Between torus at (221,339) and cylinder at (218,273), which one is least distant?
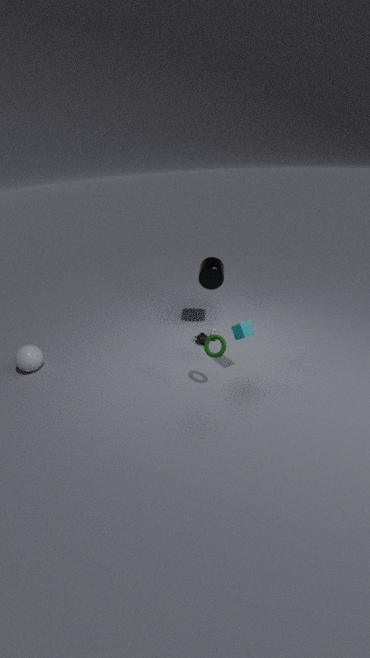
torus at (221,339)
